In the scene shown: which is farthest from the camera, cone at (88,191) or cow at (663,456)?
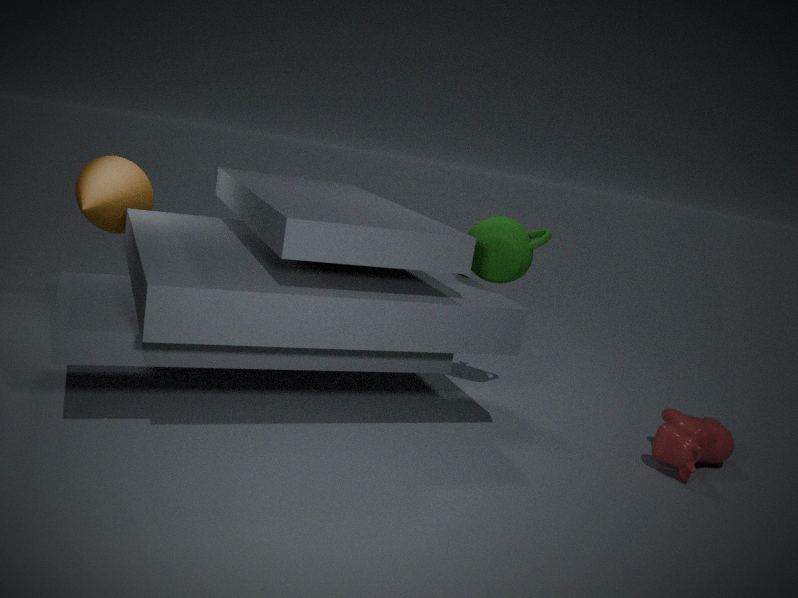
cone at (88,191)
